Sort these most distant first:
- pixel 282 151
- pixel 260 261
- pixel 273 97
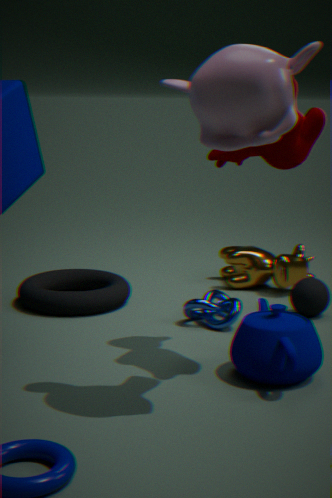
pixel 260 261 < pixel 282 151 < pixel 273 97
